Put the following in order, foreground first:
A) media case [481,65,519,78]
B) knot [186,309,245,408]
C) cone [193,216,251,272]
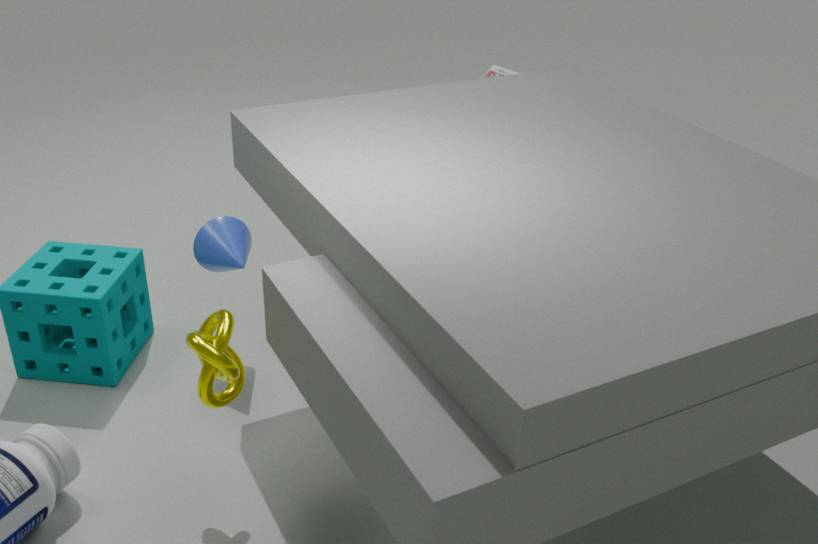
knot [186,309,245,408] → cone [193,216,251,272] → media case [481,65,519,78]
